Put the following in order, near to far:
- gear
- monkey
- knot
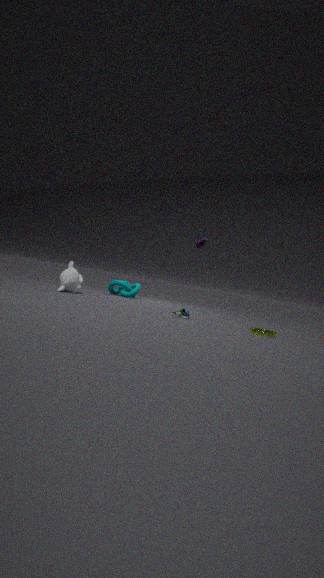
gear < monkey < knot
